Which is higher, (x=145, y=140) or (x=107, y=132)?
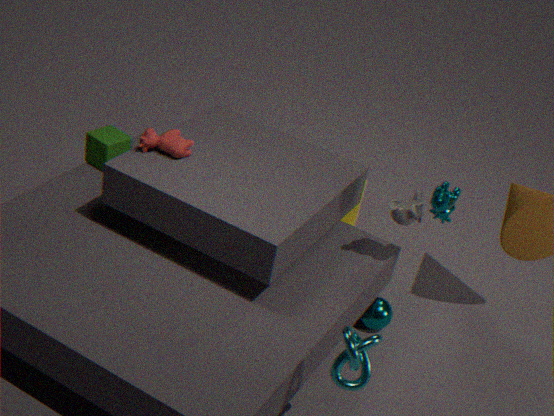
(x=145, y=140)
